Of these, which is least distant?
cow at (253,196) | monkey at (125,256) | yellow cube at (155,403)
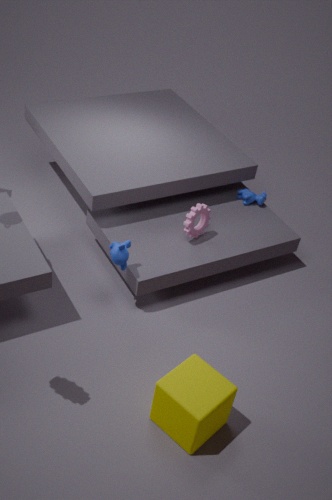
yellow cube at (155,403)
